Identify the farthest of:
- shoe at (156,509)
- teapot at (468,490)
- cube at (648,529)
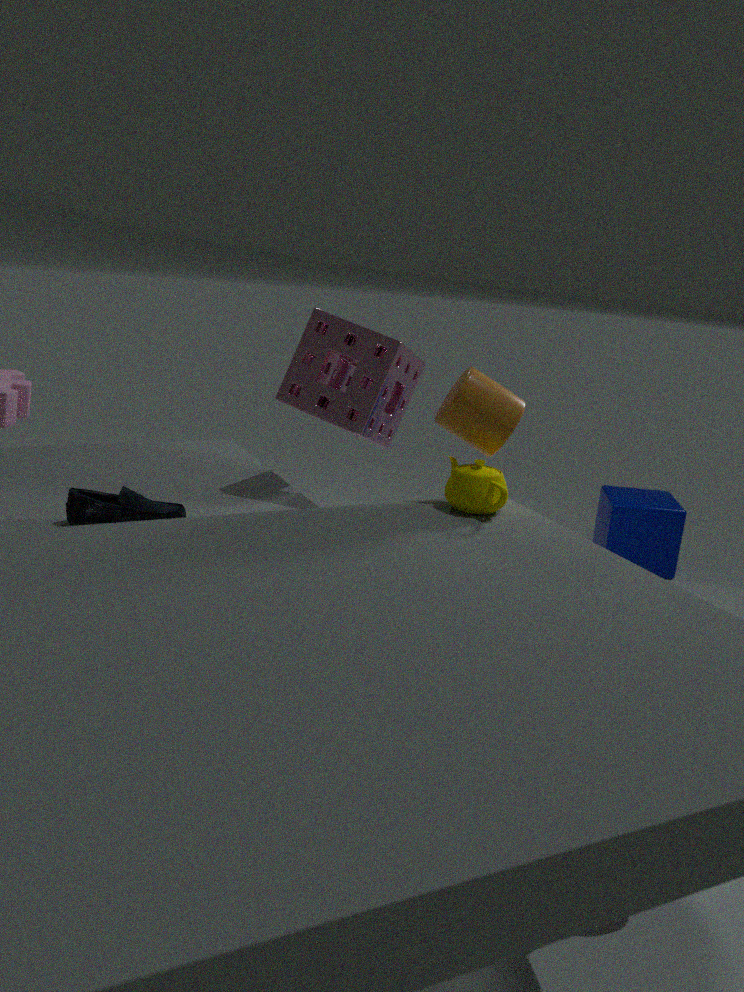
cube at (648,529)
